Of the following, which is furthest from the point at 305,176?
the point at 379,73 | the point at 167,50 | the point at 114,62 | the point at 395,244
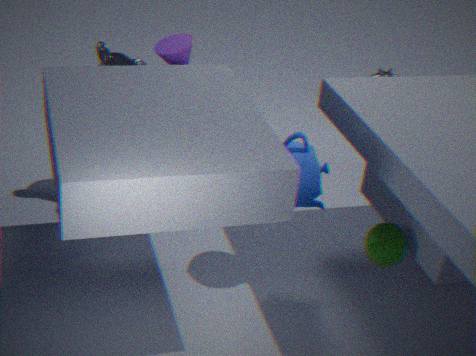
the point at 379,73
